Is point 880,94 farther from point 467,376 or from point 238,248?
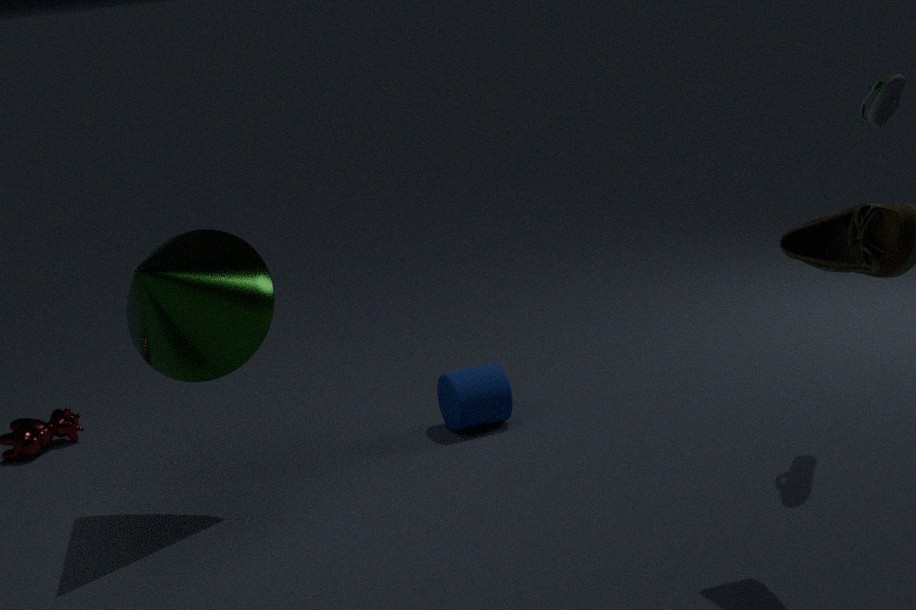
point 238,248
